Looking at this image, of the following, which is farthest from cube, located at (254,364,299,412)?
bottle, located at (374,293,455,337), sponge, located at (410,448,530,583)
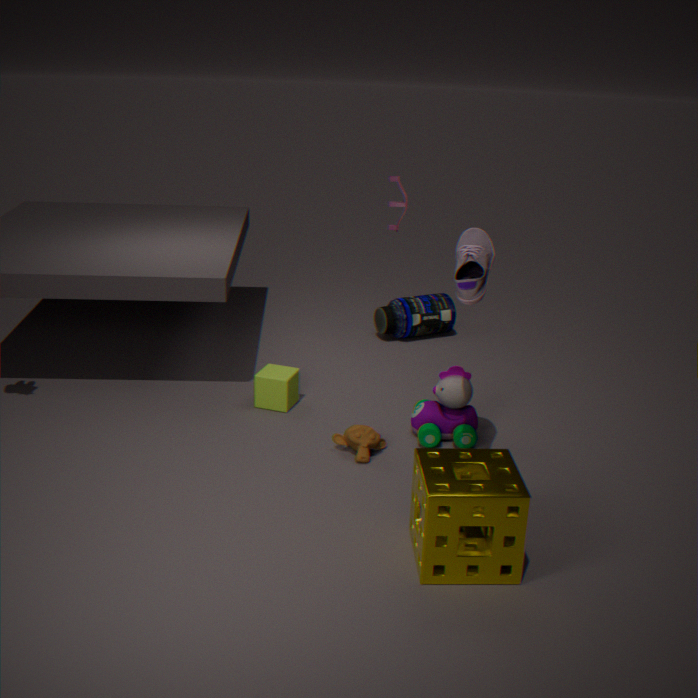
sponge, located at (410,448,530,583)
